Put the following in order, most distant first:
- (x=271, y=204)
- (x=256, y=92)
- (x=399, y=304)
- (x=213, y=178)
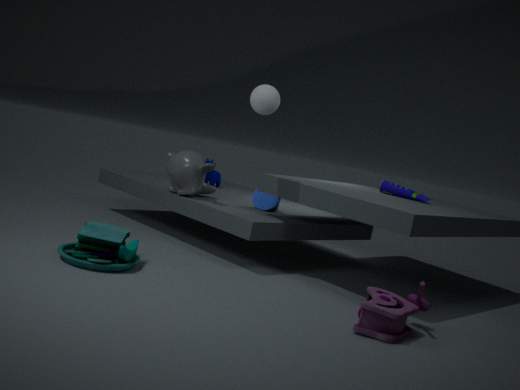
1. (x=213, y=178)
2. (x=271, y=204)
3. (x=256, y=92)
4. (x=399, y=304)
